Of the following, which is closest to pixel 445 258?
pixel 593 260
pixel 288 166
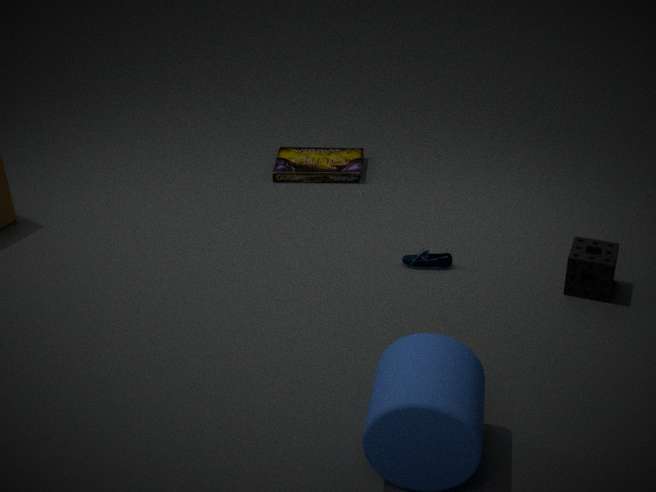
pixel 593 260
